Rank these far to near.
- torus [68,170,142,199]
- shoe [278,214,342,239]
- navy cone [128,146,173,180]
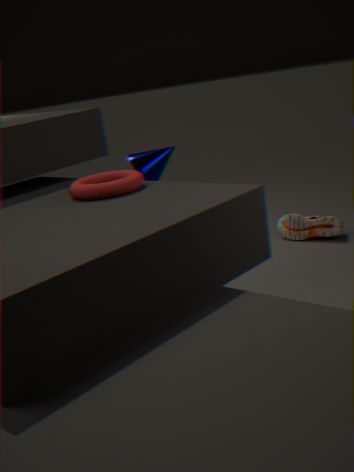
1. shoe [278,214,342,239]
2. navy cone [128,146,173,180]
3. torus [68,170,142,199]
